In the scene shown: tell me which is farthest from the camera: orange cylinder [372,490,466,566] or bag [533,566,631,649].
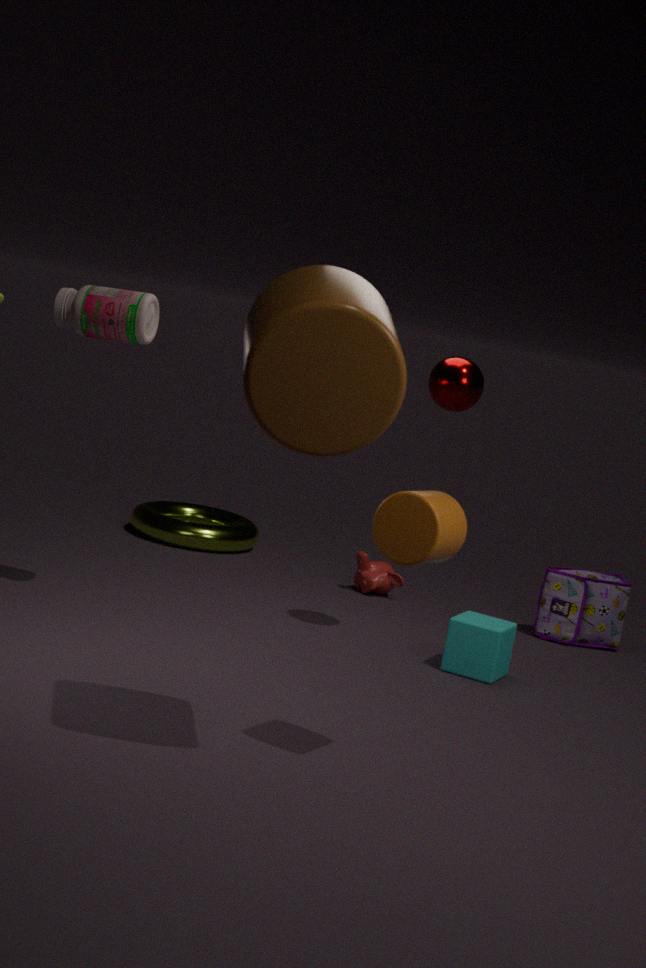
bag [533,566,631,649]
